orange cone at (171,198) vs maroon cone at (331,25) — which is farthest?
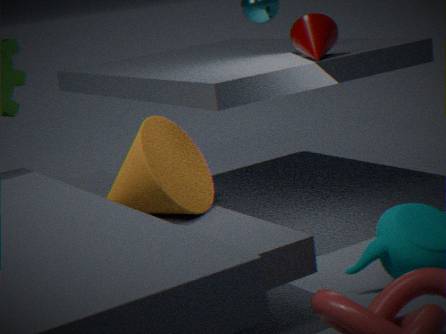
maroon cone at (331,25)
